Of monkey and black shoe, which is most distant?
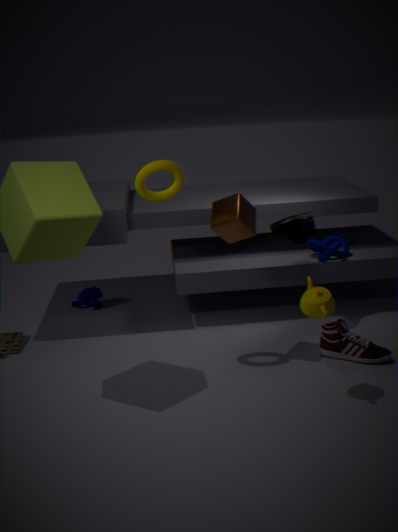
monkey
